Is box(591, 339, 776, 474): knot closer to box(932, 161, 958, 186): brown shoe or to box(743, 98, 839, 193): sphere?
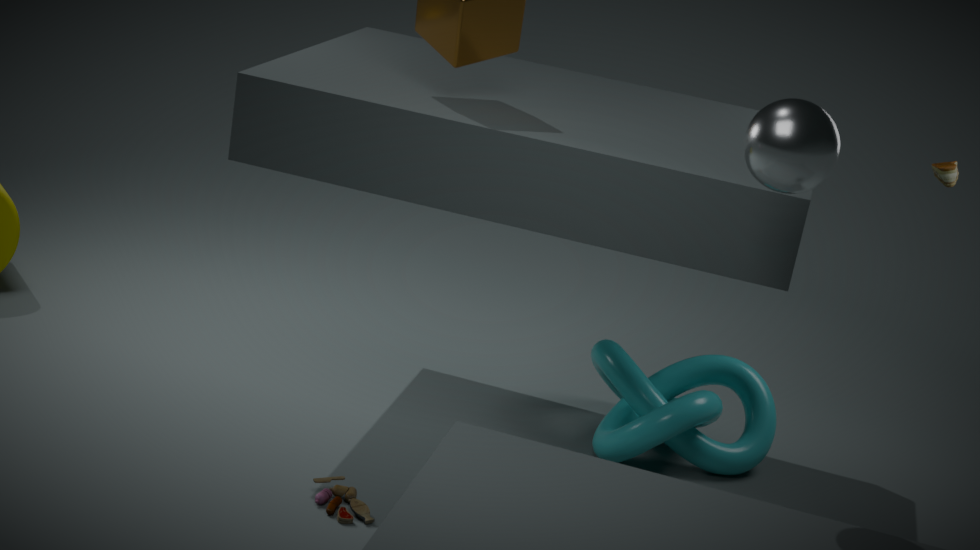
box(932, 161, 958, 186): brown shoe
